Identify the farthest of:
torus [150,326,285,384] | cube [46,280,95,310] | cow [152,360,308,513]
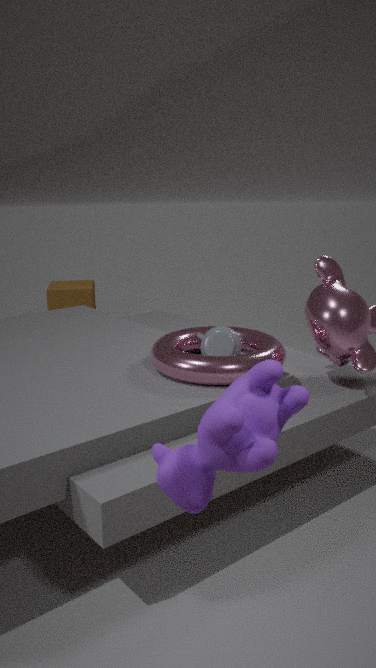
cube [46,280,95,310]
